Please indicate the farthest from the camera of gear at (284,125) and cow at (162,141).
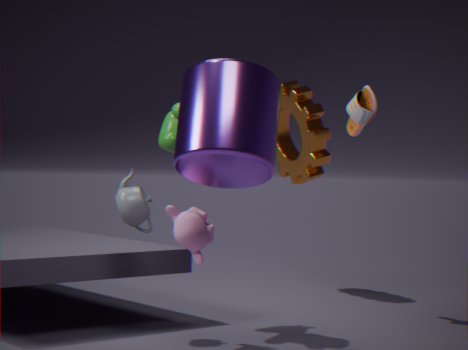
gear at (284,125)
